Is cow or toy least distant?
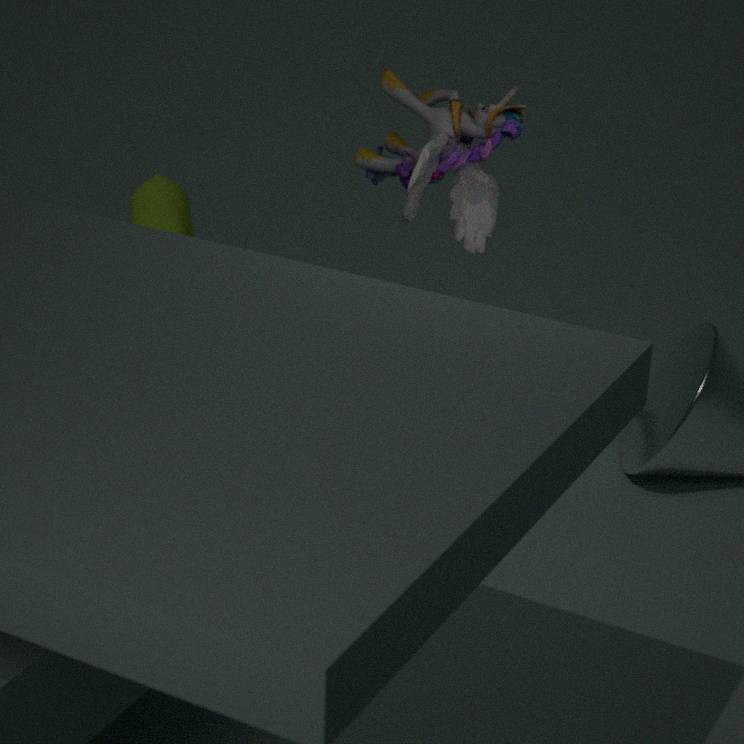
toy
